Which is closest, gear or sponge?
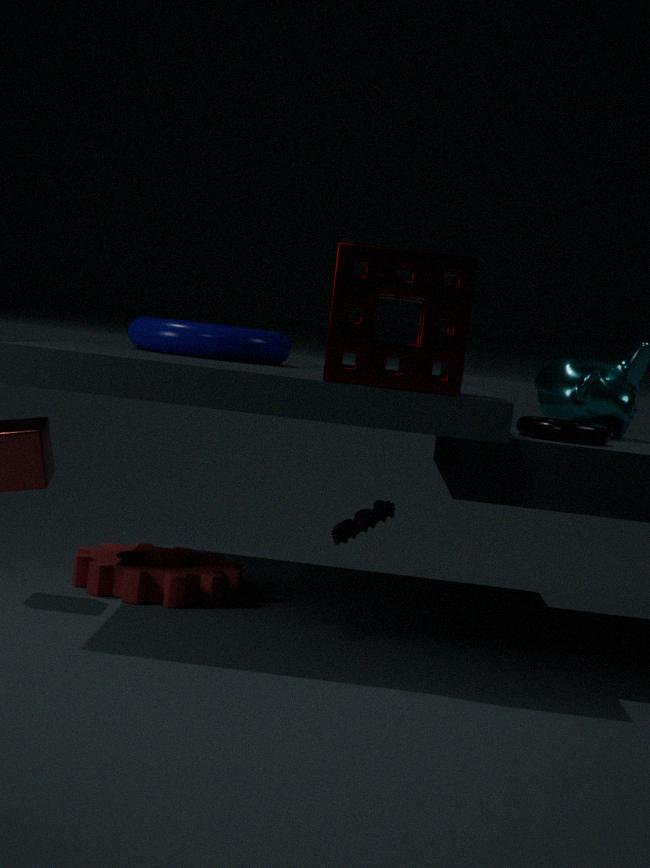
sponge
